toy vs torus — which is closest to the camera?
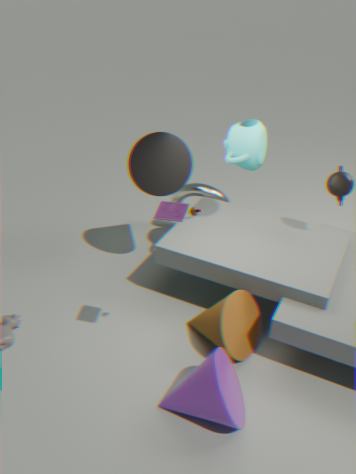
toy
